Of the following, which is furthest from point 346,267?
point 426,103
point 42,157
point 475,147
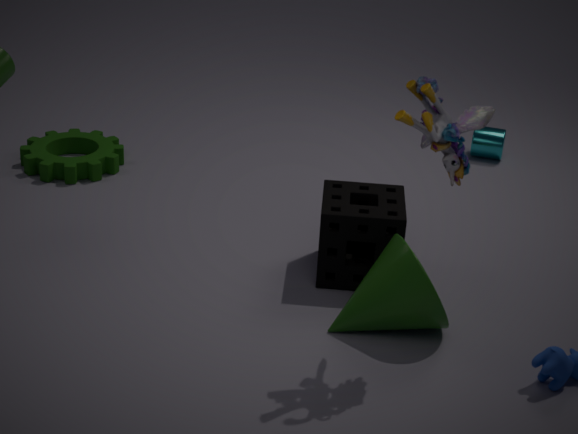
point 42,157
